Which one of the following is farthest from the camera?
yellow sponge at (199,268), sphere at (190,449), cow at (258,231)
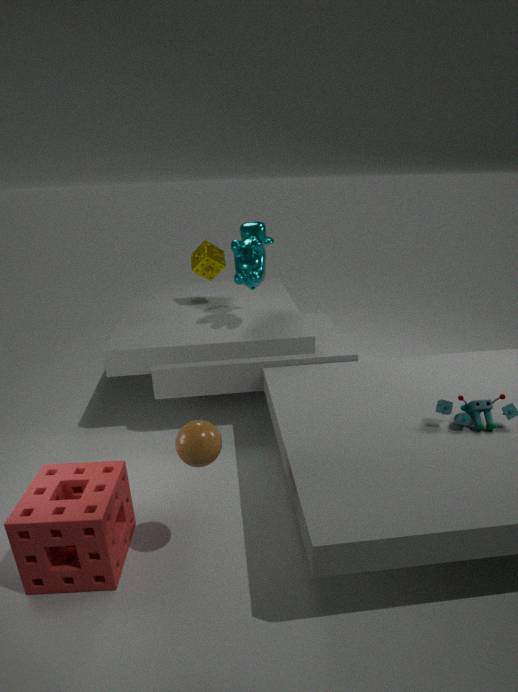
yellow sponge at (199,268)
